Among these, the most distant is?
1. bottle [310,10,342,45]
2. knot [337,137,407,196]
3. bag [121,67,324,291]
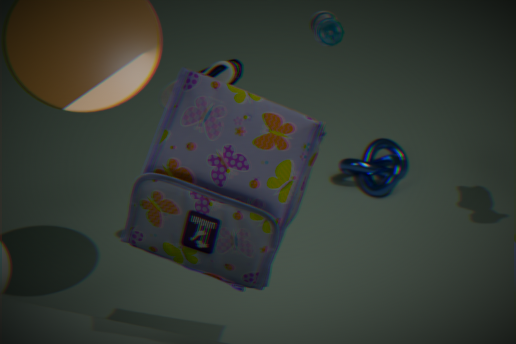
knot [337,137,407,196]
